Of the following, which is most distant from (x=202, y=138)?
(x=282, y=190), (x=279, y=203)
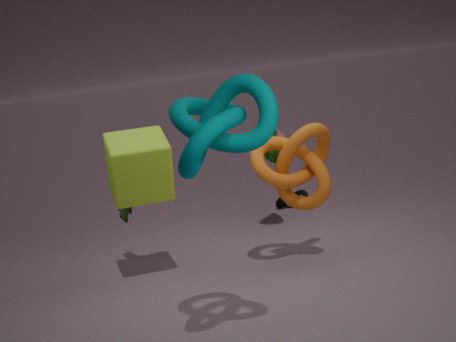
(x=279, y=203)
